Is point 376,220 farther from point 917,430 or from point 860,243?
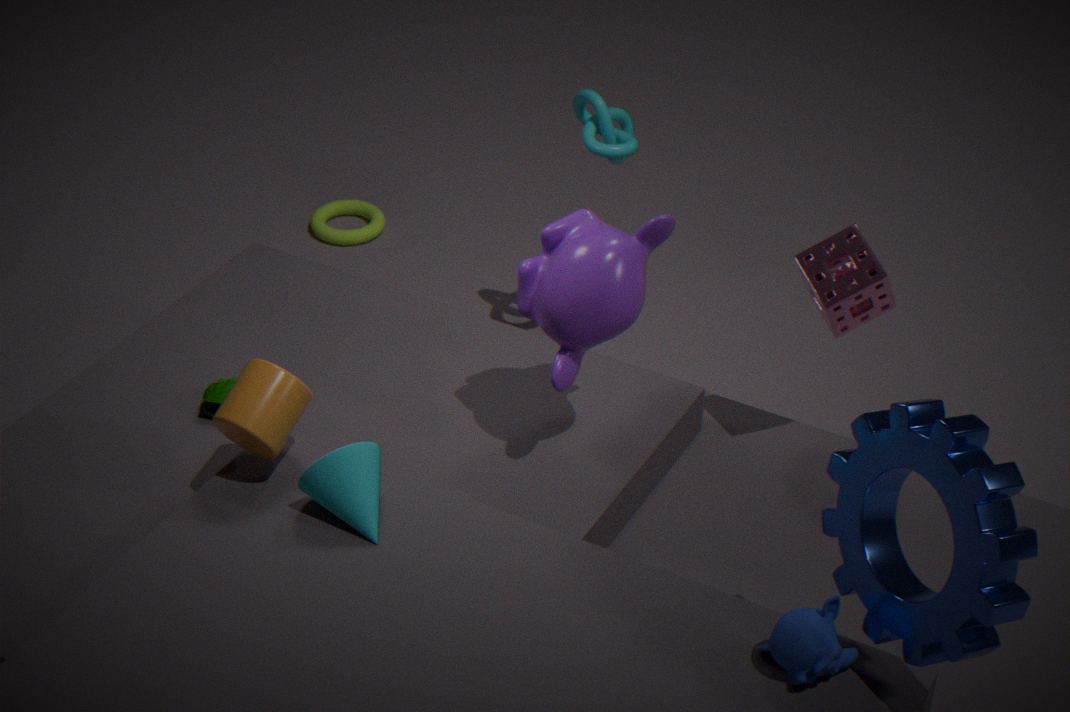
point 917,430
